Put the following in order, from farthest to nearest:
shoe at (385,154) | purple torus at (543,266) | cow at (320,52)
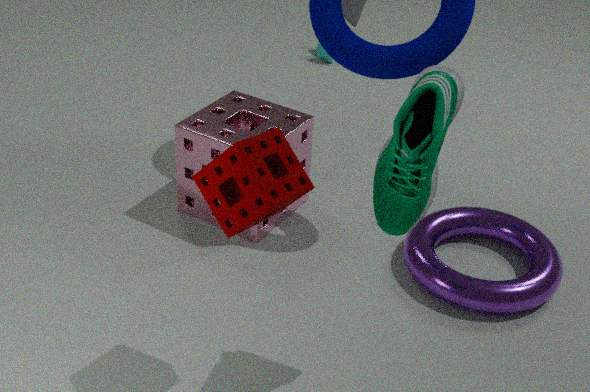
1. cow at (320,52)
2. purple torus at (543,266)
3. shoe at (385,154)
